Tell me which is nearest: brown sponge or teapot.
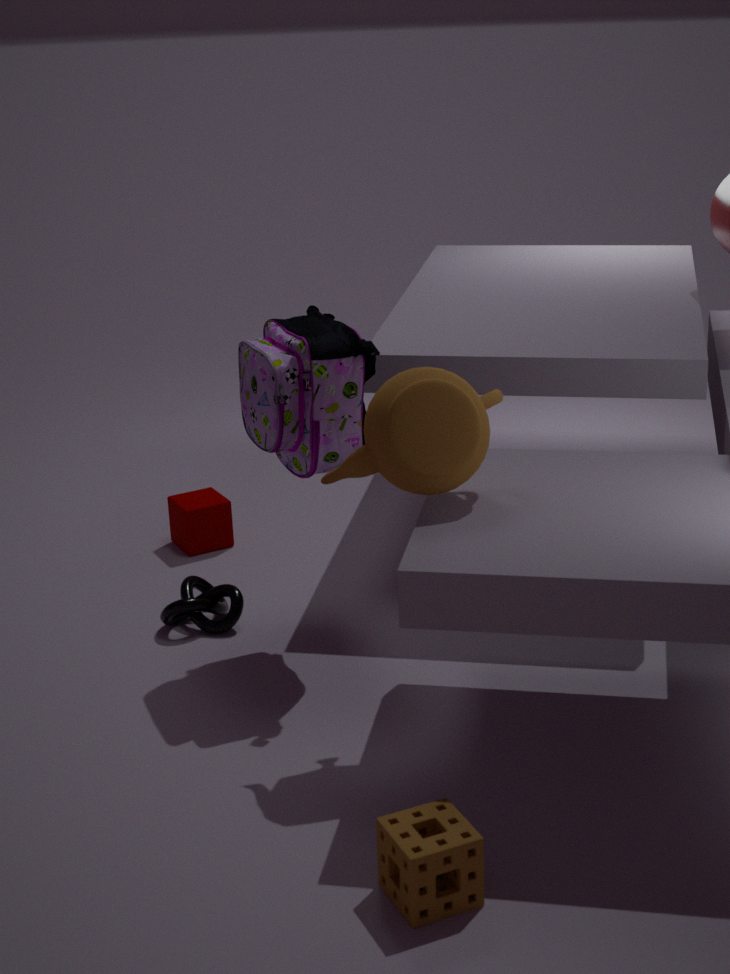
brown sponge
